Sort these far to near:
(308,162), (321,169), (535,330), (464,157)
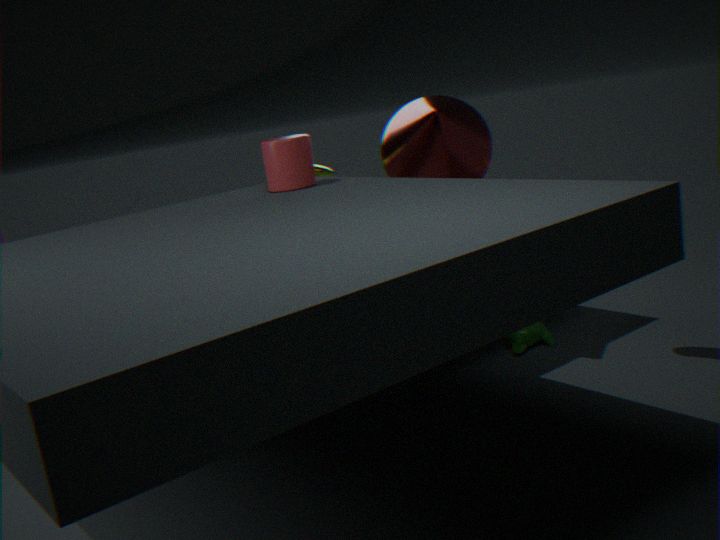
(321,169) < (535,330) < (464,157) < (308,162)
